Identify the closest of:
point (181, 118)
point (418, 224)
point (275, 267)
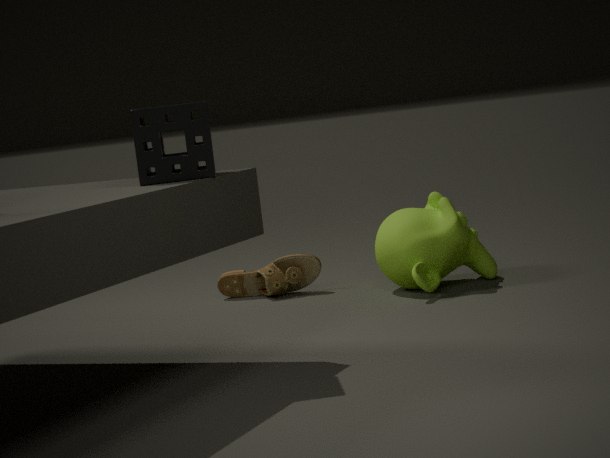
point (181, 118)
